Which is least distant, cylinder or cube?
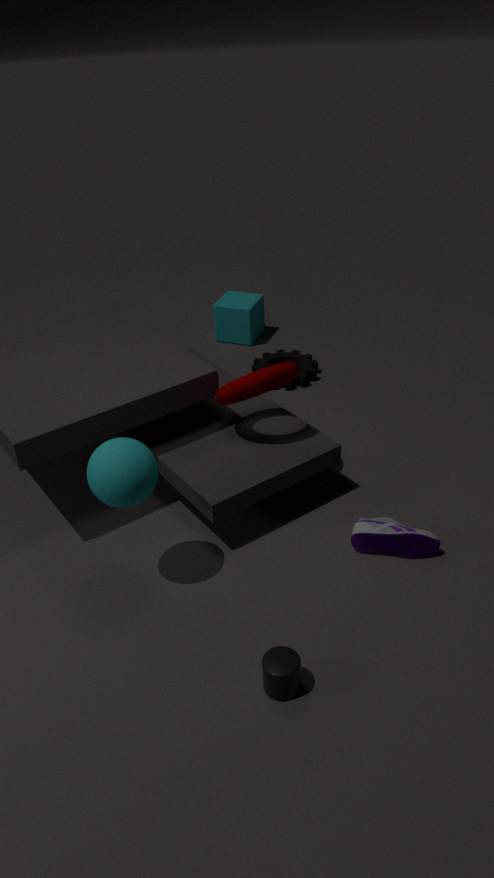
cylinder
